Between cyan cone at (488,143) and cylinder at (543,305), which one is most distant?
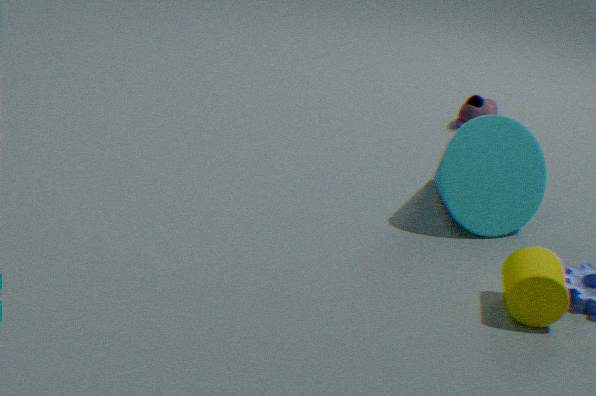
cyan cone at (488,143)
